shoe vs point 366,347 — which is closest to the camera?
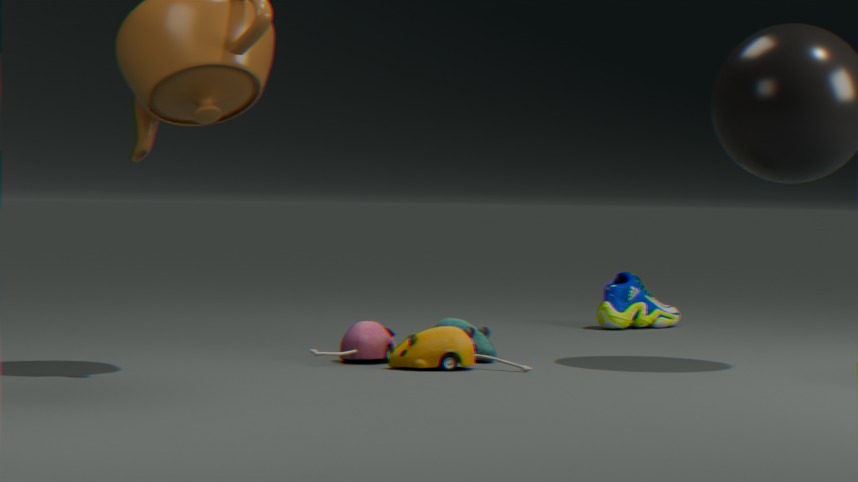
shoe
